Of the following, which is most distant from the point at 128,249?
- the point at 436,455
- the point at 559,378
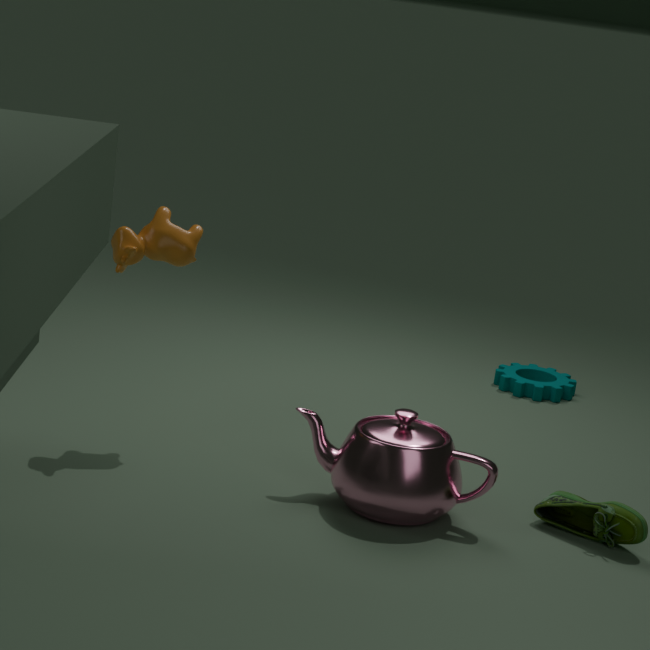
the point at 559,378
